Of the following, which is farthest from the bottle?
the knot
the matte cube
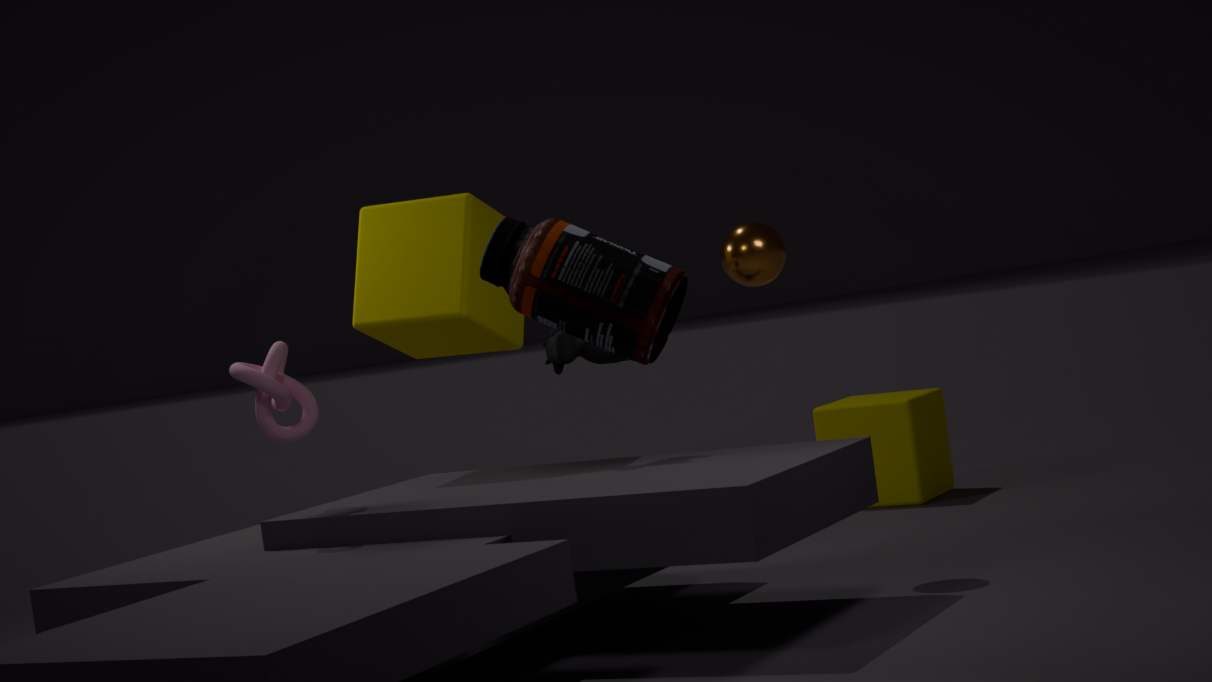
the matte cube
